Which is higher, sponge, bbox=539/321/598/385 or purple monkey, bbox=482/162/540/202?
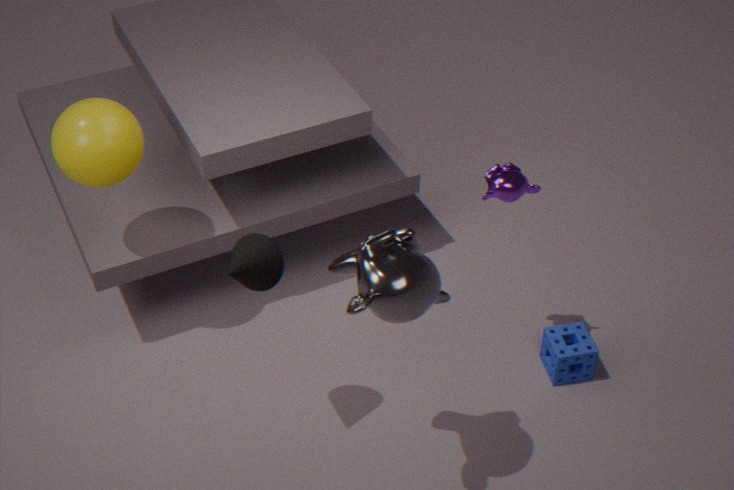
purple monkey, bbox=482/162/540/202
